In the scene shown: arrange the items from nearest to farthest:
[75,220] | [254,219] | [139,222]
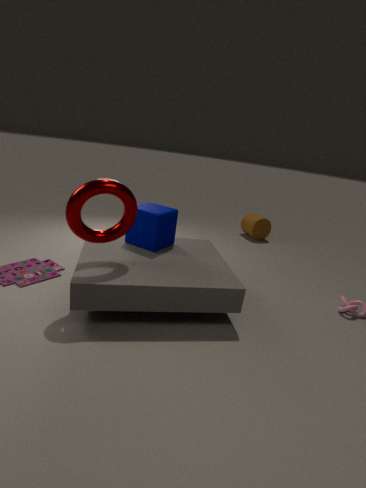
[75,220] < [139,222] < [254,219]
